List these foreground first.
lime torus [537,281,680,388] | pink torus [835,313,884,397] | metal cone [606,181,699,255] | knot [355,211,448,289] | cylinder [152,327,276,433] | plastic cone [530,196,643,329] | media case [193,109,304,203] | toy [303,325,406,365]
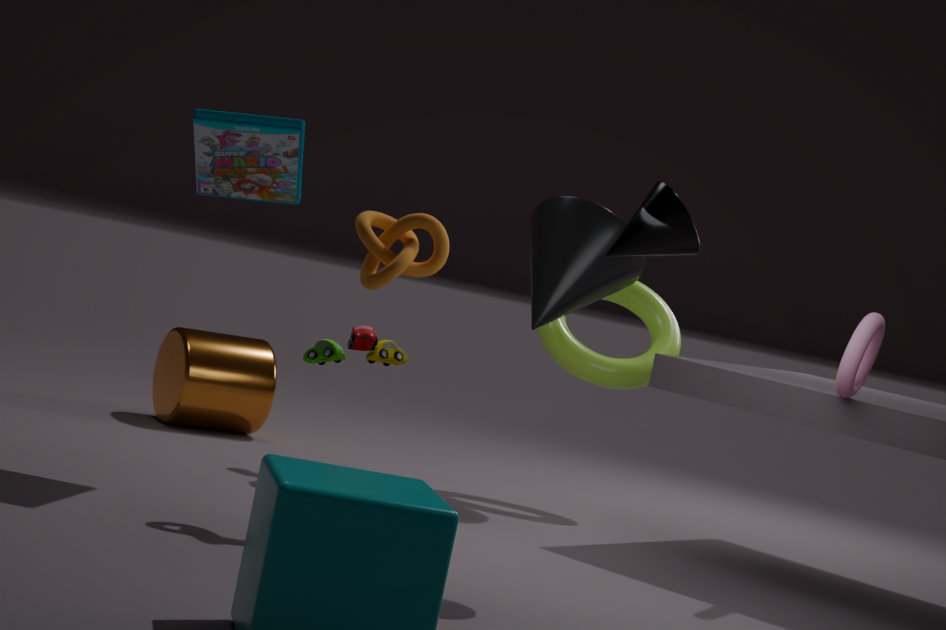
metal cone [606,181,699,255]
knot [355,211,448,289]
media case [193,109,304,203]
pink torus [835,313,884,397]
toy [303,325,406,365]
plastic cone [530,196,643,329]
lime torus [537,281,680,388]
cylinder [152,327,276,433]
